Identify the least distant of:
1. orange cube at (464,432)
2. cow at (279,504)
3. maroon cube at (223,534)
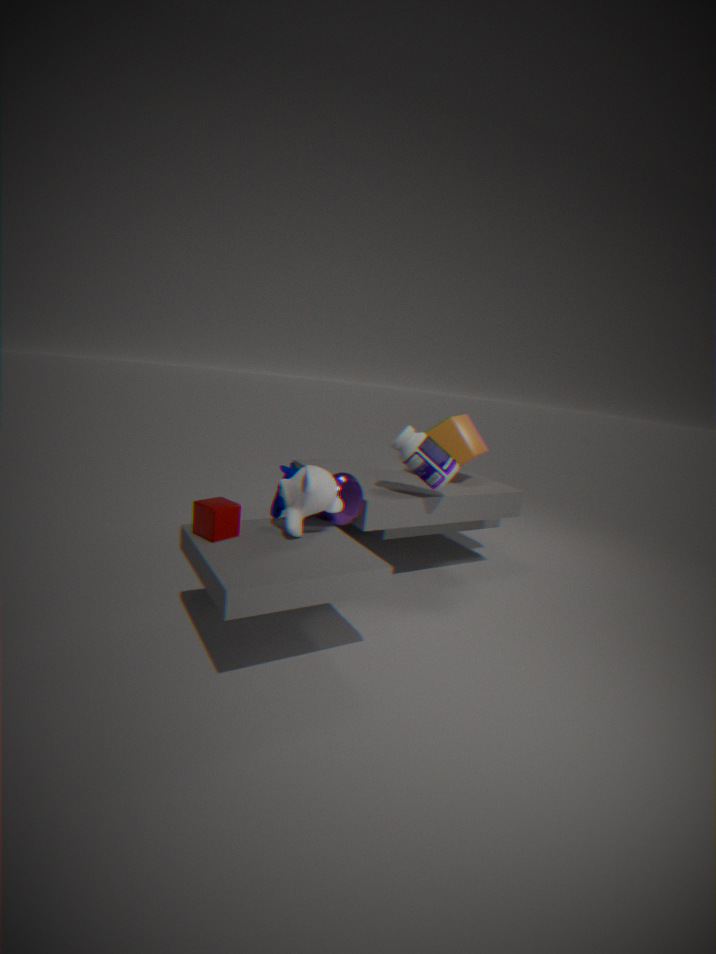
maroon cube at (223,534)
